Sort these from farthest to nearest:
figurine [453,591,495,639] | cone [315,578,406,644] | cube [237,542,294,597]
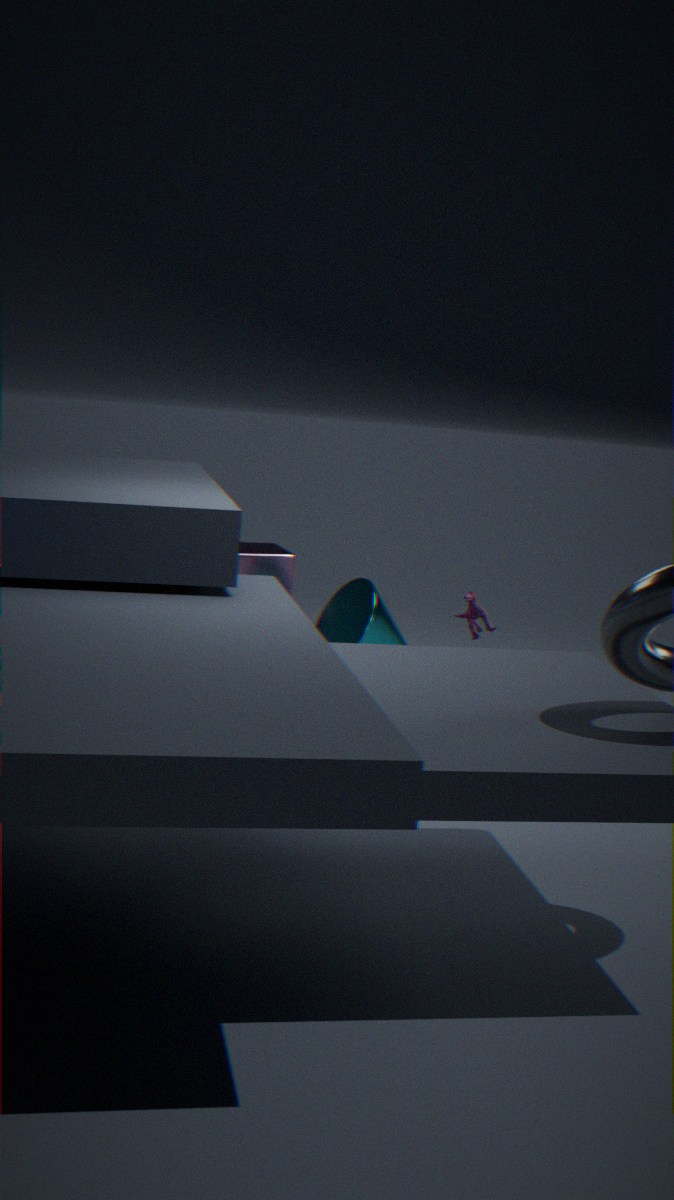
cube [237,542,294,597], cone [315,578,406,644], figurine [453,591,495,639]
